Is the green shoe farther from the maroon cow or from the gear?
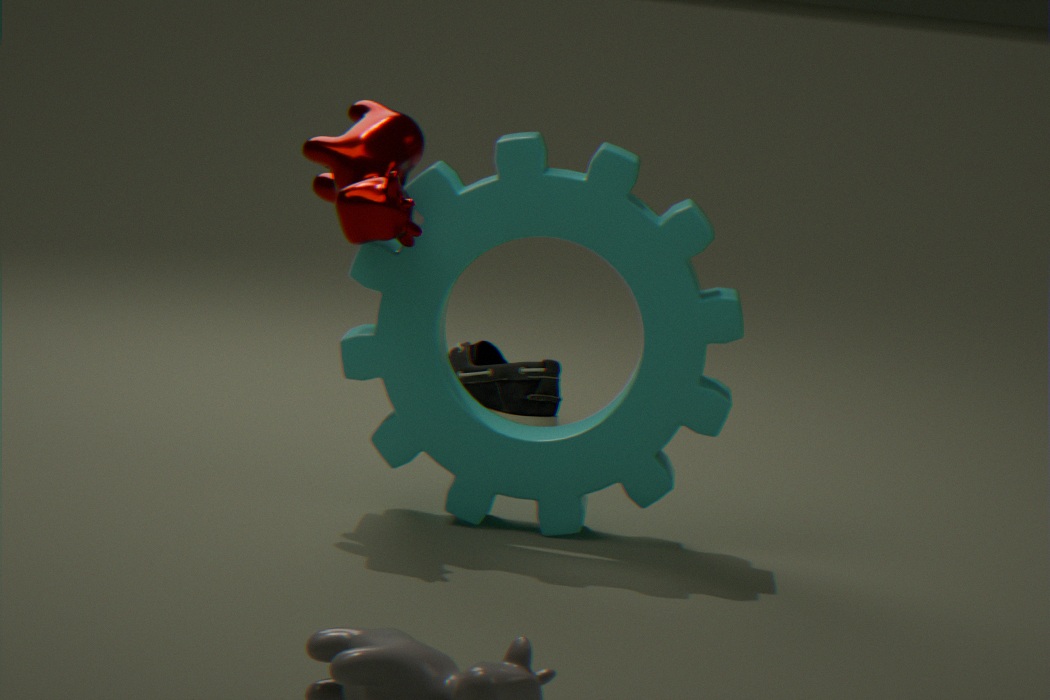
the maroon cow
